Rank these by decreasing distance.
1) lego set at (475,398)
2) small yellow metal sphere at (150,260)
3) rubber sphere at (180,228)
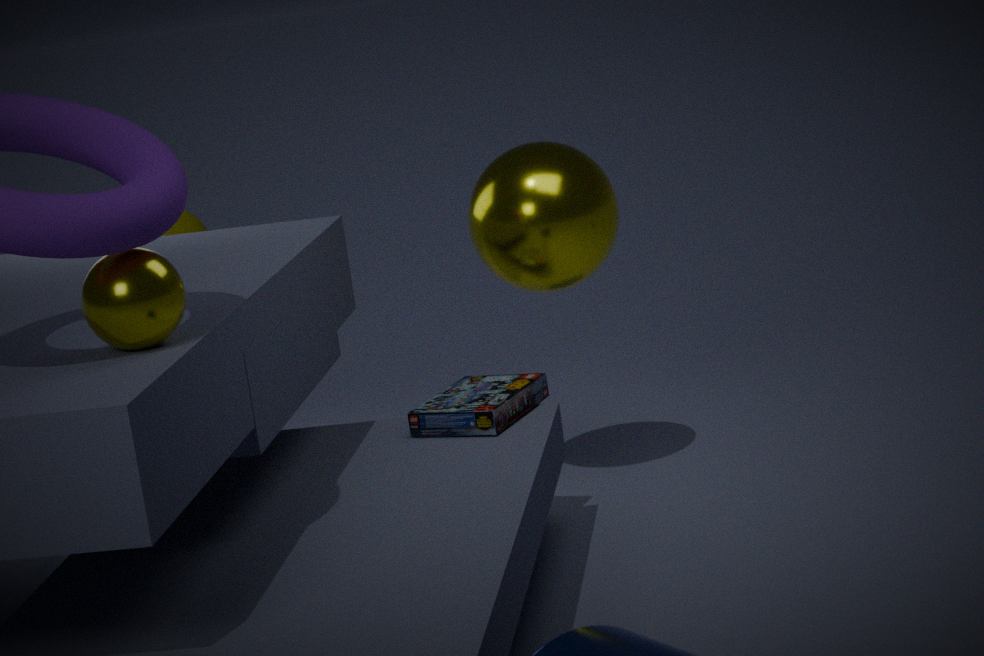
3. rubber sphere at (180,228)
1. lego set at (475,398)
2. small yellow metal sphere at (150,260)
